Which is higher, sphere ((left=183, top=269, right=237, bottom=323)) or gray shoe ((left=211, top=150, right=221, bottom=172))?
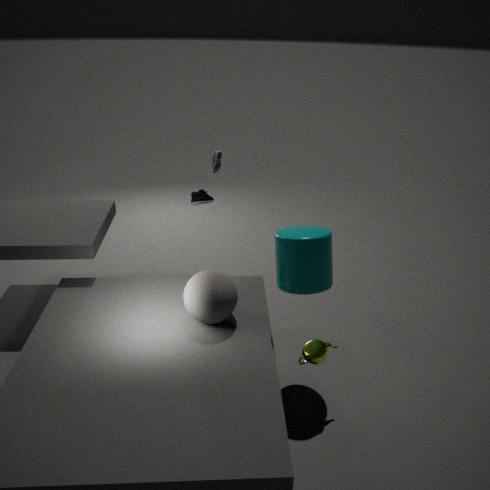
gray shoe ((left=211, top=150, right=221, bottom=172))
